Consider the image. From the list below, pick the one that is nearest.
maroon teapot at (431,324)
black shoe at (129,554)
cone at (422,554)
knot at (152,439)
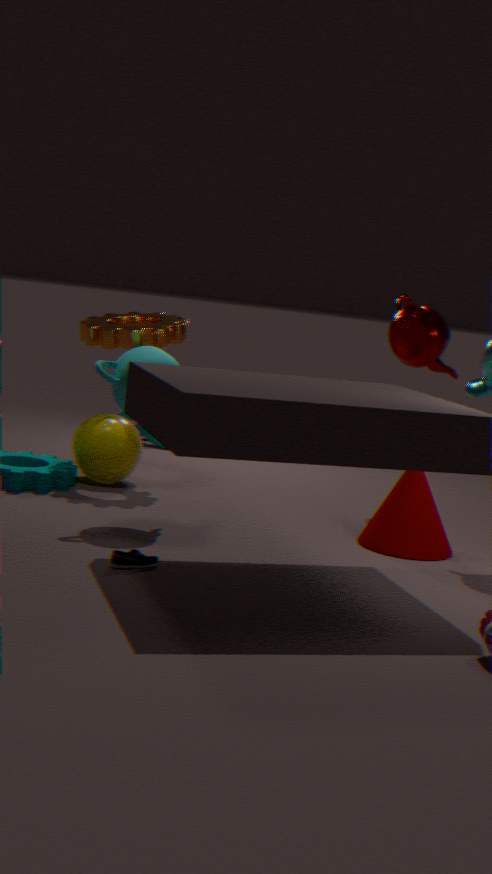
black shoe at (129,554)
